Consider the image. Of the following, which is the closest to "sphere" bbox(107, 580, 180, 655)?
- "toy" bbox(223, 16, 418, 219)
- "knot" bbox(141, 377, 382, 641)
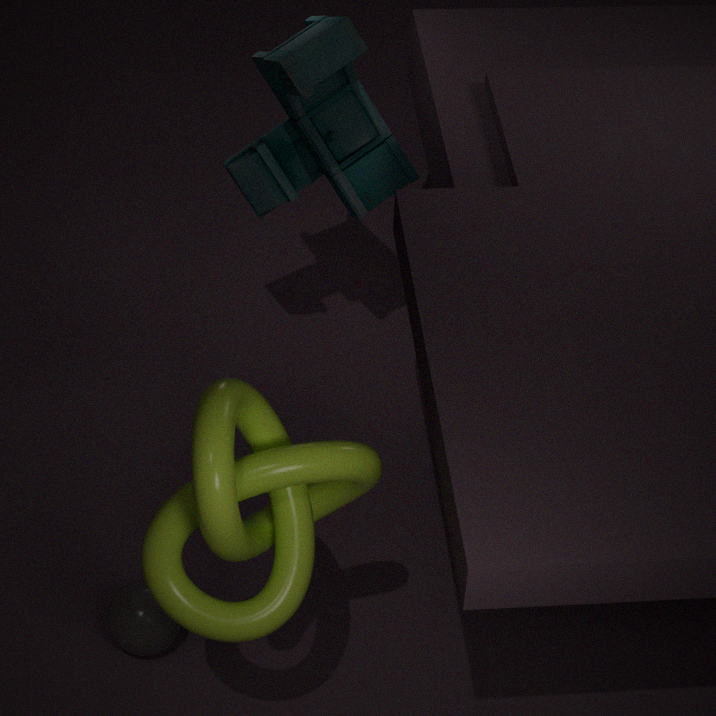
"knot" bbox(141, 377, 382, 641)
